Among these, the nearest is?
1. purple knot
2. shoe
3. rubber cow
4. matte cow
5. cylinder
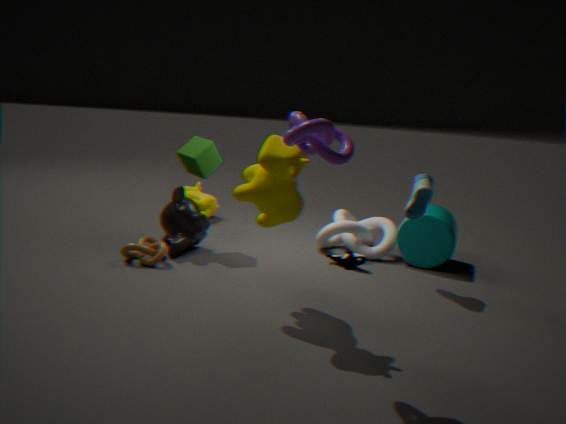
purple knot
